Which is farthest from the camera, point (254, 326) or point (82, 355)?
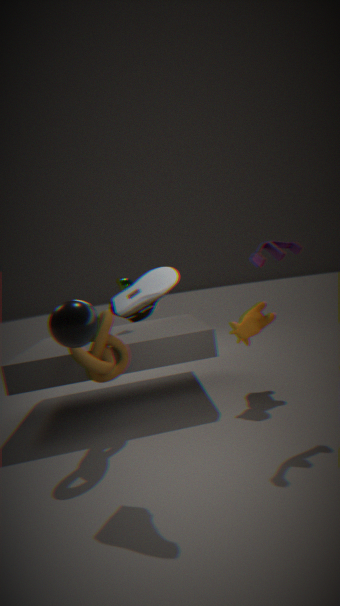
point (254, 326)
